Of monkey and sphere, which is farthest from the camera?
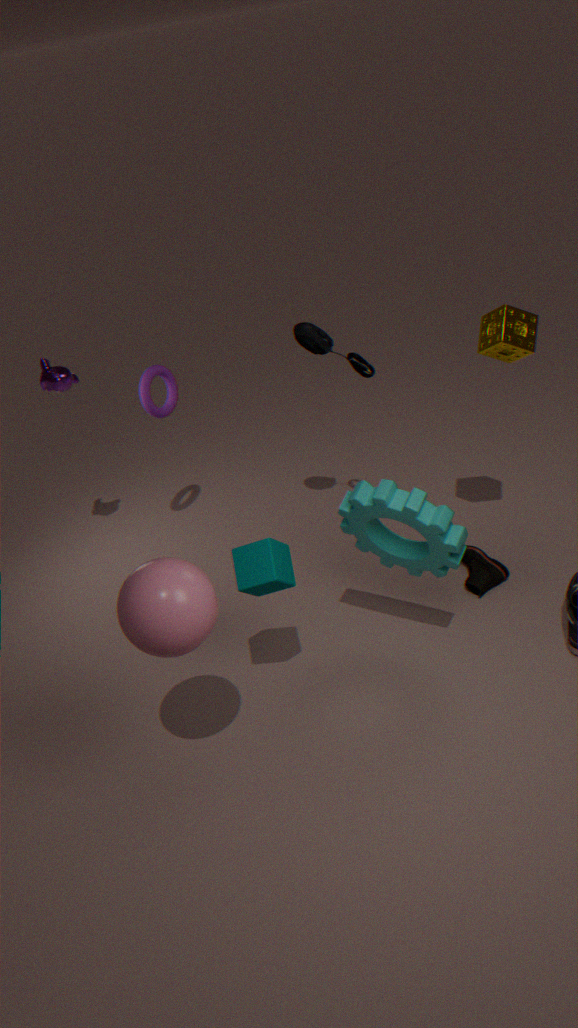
monkey
